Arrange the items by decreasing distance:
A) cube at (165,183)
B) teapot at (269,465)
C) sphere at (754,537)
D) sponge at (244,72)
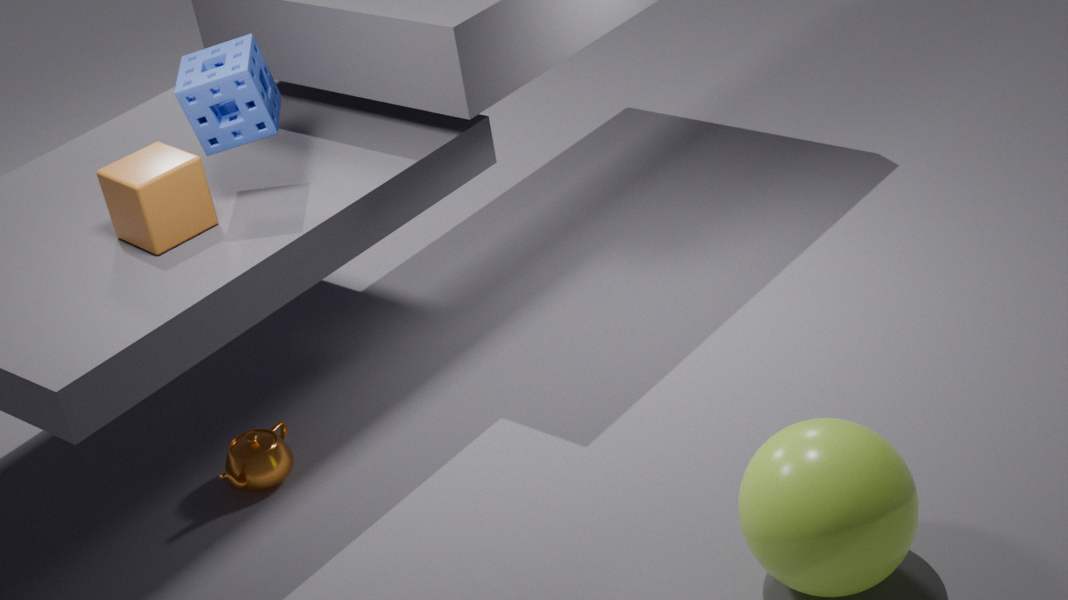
teapot at (269,465), sponge at (244,72), cube at (165,183), sphere at (754,537)
